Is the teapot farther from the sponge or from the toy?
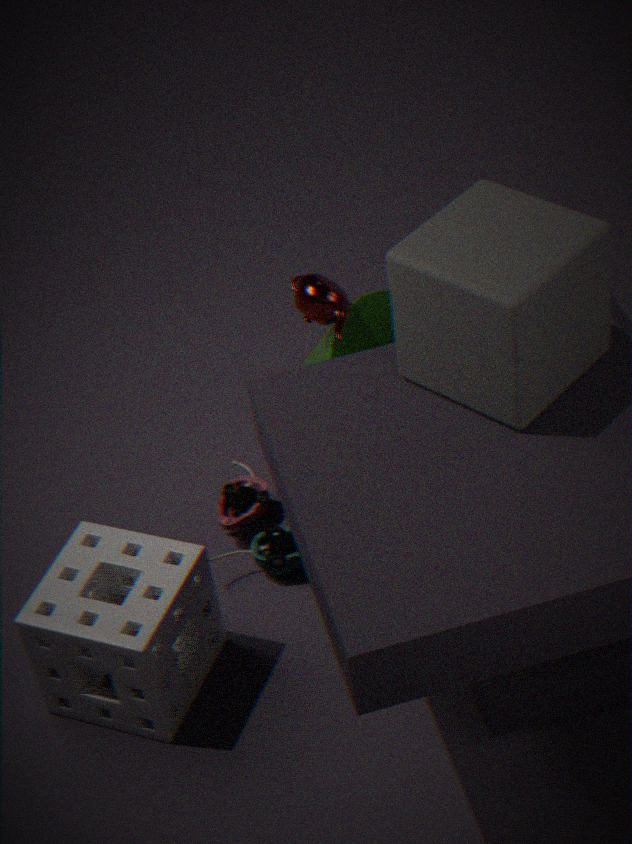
the sponge
